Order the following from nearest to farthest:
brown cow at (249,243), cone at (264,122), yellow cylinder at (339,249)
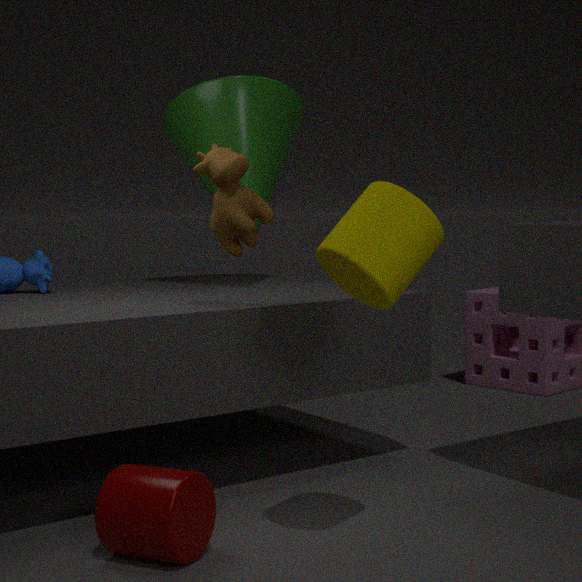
yellow cylinder at (339,249) → brown cow at (249,243) → cone at (264,122)
